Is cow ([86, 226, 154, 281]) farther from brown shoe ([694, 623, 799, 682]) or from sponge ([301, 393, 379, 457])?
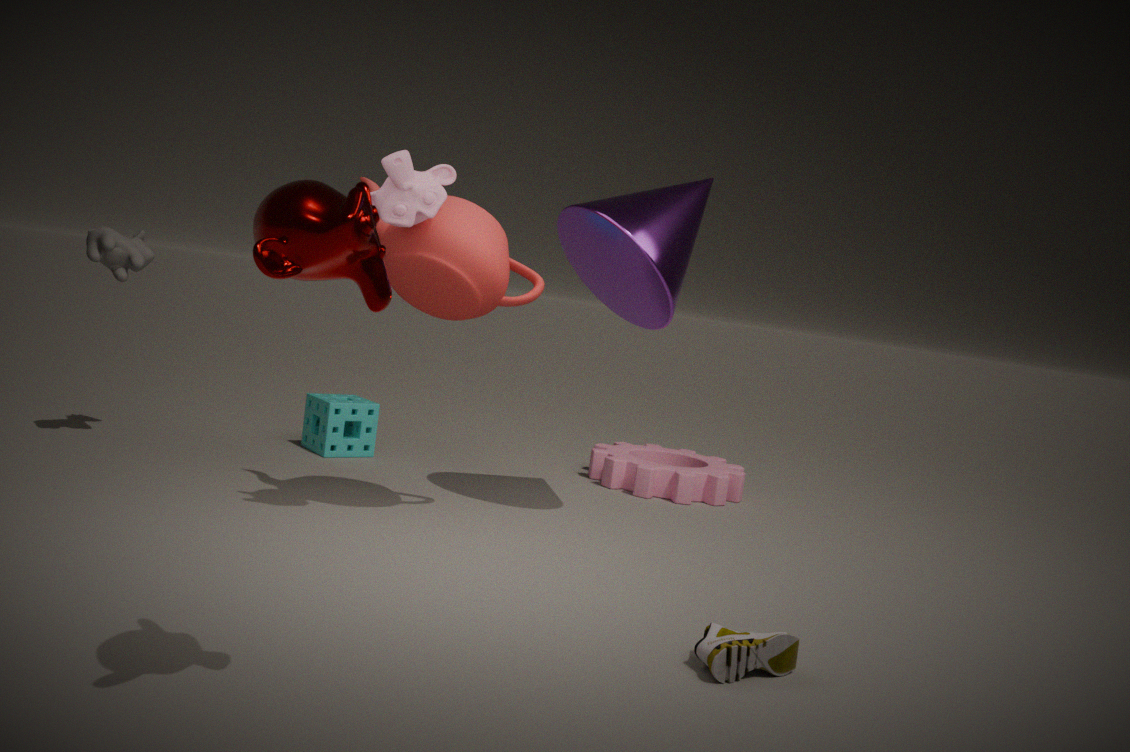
brown shoe ([694, 623, 799, 682])
